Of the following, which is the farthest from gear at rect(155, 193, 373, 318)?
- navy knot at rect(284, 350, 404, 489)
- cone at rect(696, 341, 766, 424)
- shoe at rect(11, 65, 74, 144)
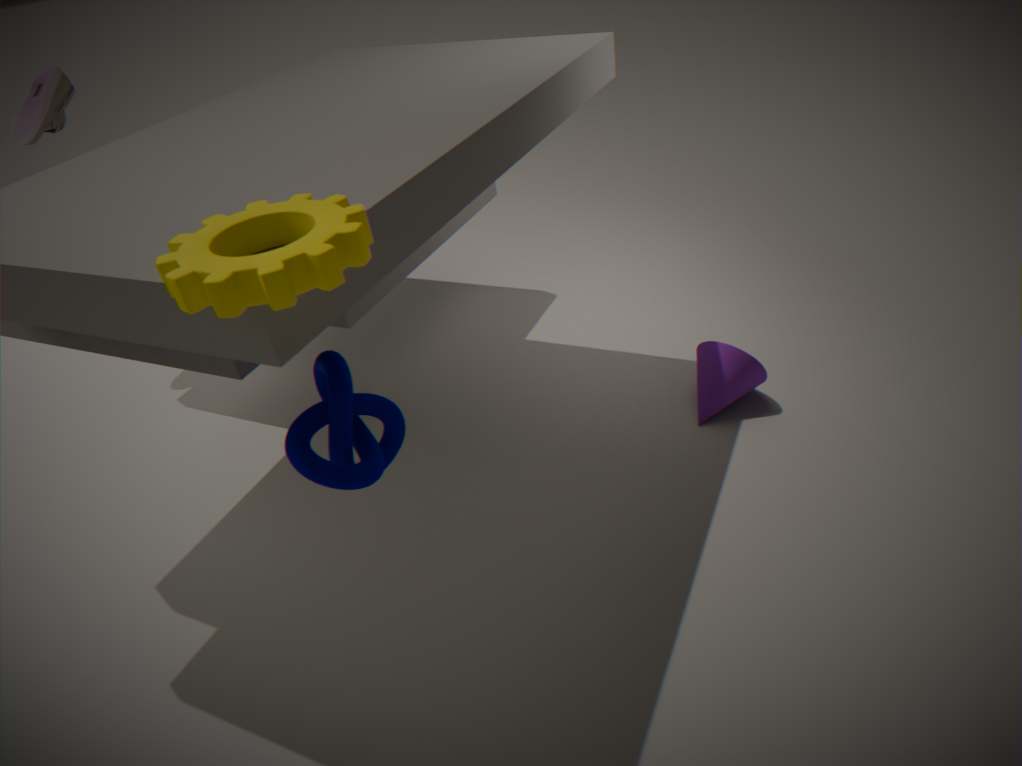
shoe at rect(11, 65, 74, 144)
